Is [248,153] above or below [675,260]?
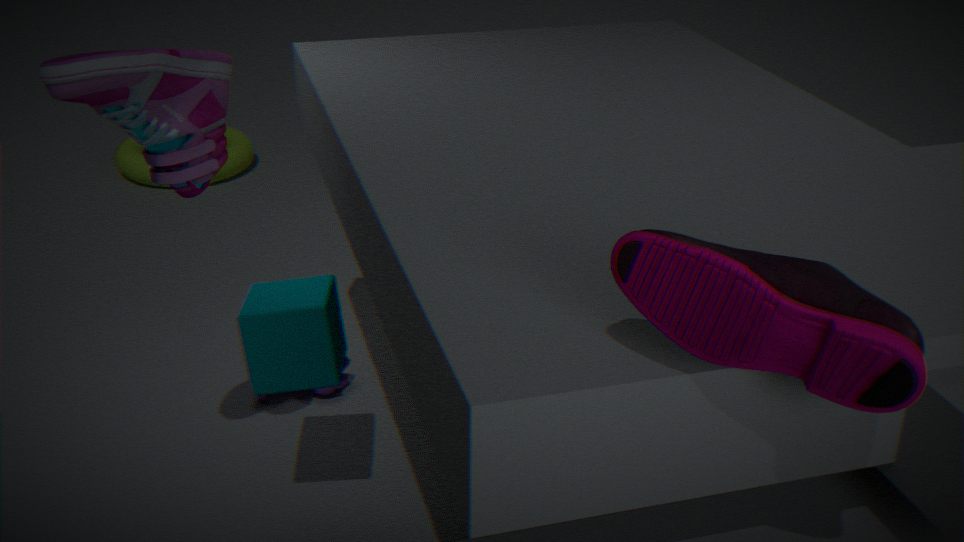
below
